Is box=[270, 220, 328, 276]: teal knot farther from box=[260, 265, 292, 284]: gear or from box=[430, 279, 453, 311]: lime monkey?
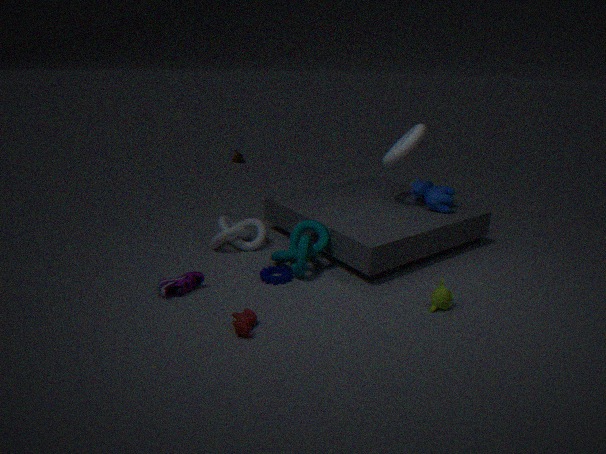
box=[430, 279, 453, 311]: lime monkey
